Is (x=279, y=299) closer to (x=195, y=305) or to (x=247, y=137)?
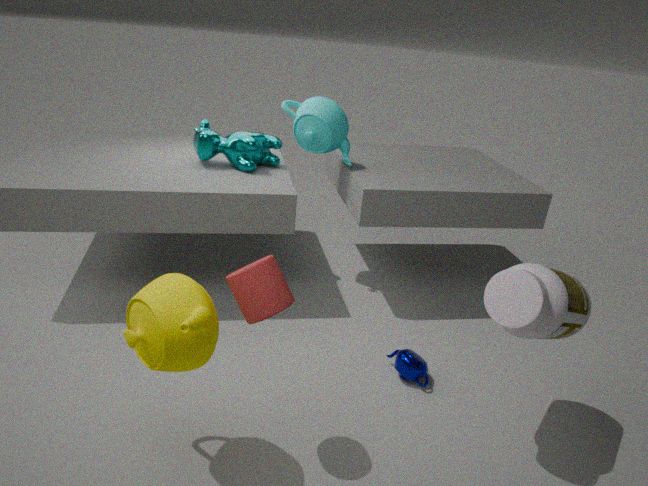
(x=195, y=305)
